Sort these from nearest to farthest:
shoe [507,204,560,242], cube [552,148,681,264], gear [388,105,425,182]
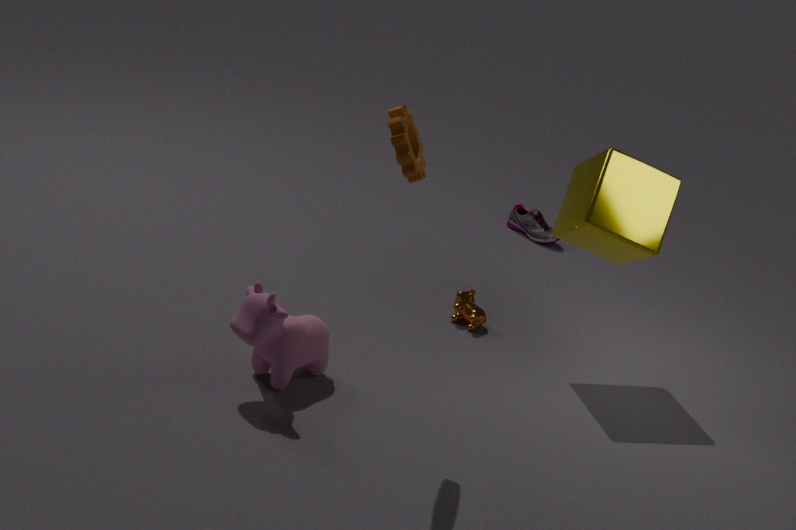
A: gear [388,105,425,182]
cube [552,148,681,264]
shoe [507,204,560,242]
